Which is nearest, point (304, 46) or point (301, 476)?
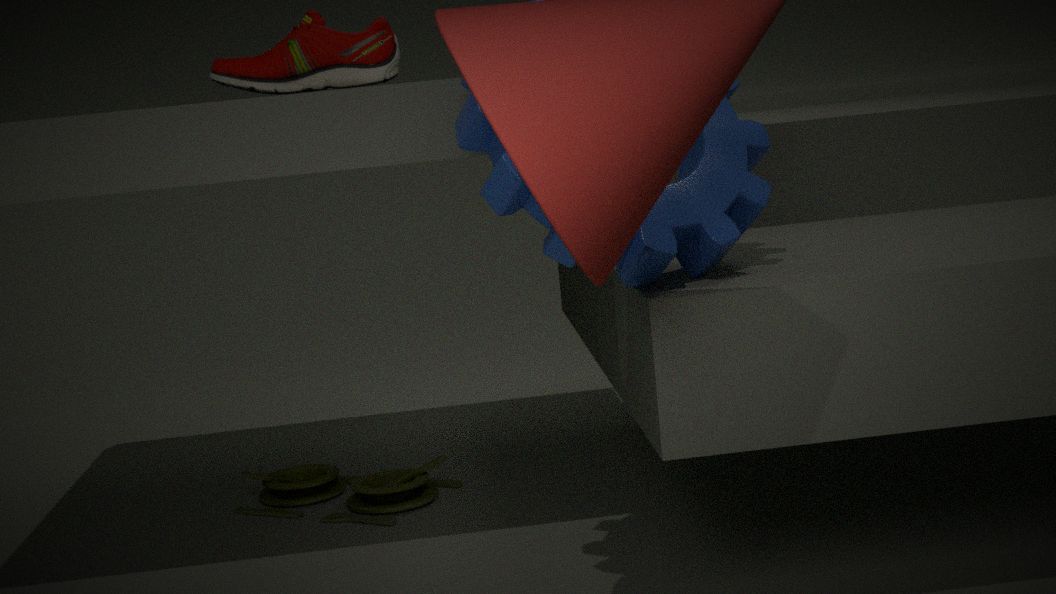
point (304, 46)
